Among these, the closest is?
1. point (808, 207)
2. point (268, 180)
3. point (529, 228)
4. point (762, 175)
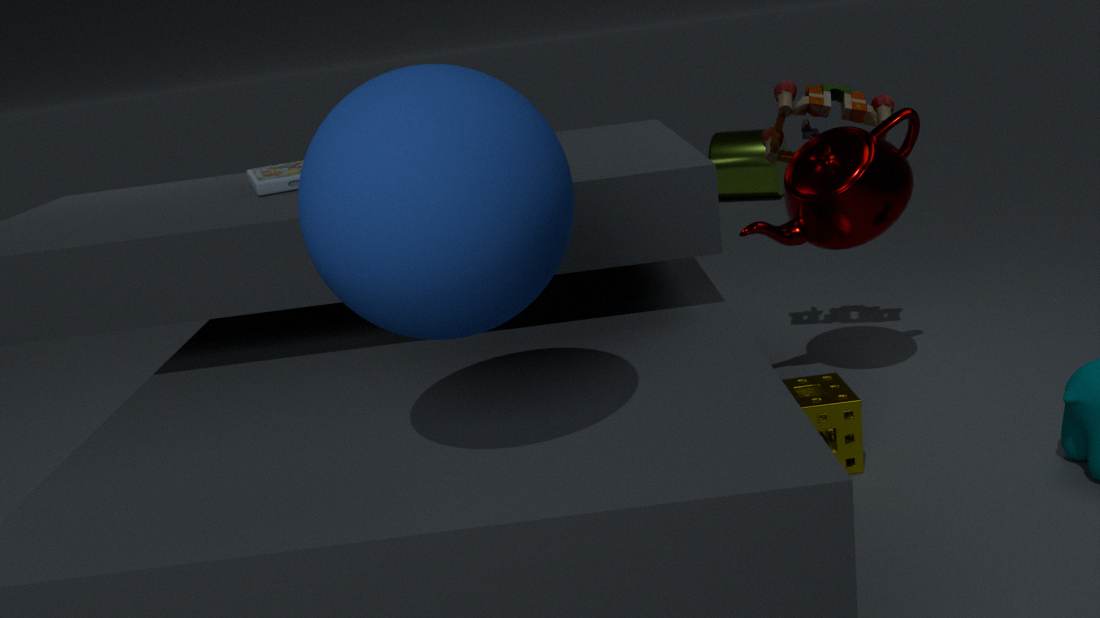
point (529, 228)
